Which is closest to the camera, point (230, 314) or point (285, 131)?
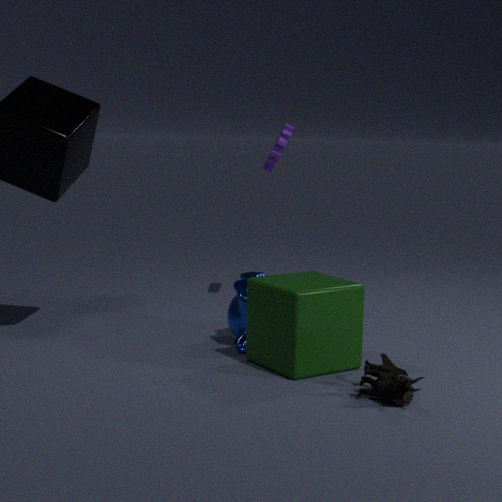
point (230, 314)
